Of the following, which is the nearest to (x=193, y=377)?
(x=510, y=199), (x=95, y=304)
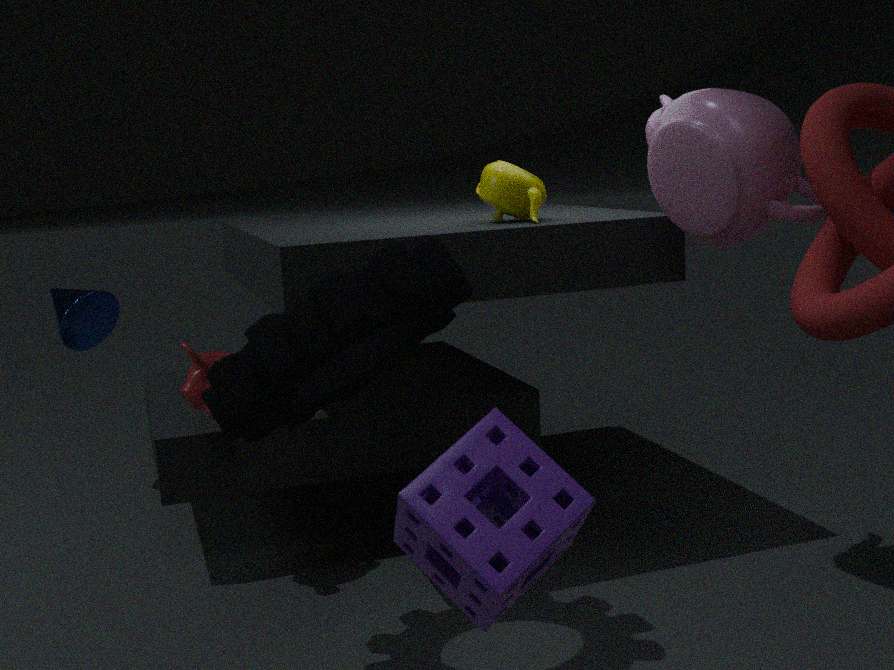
(x=510, y=199)
